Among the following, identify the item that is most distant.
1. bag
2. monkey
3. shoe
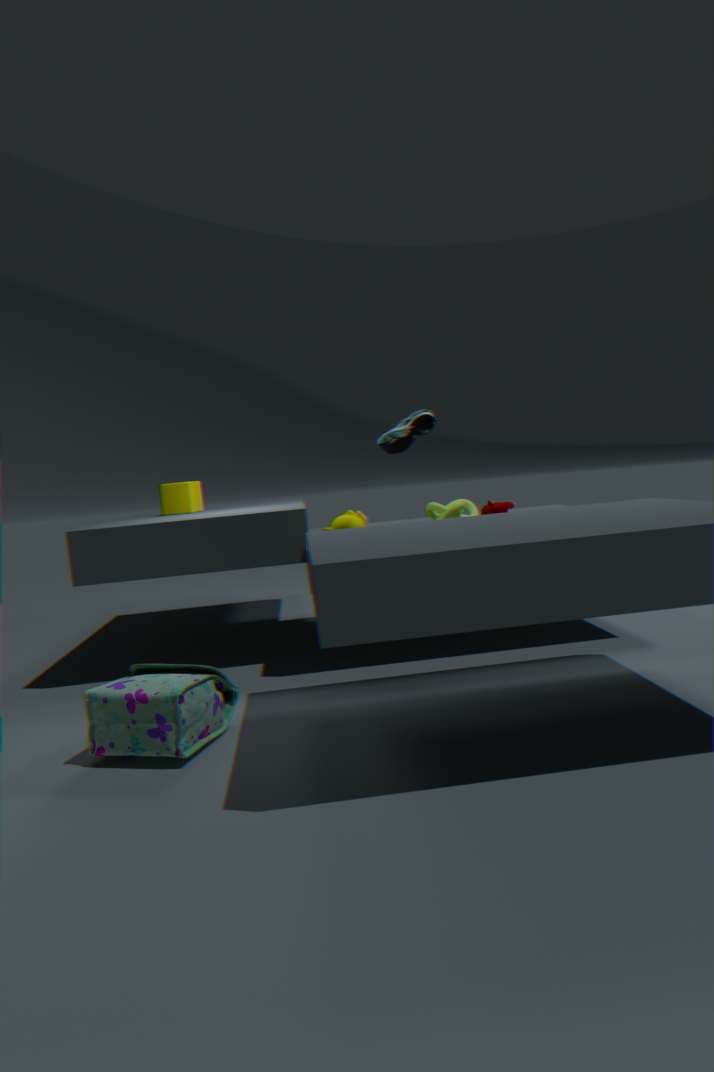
shoe
